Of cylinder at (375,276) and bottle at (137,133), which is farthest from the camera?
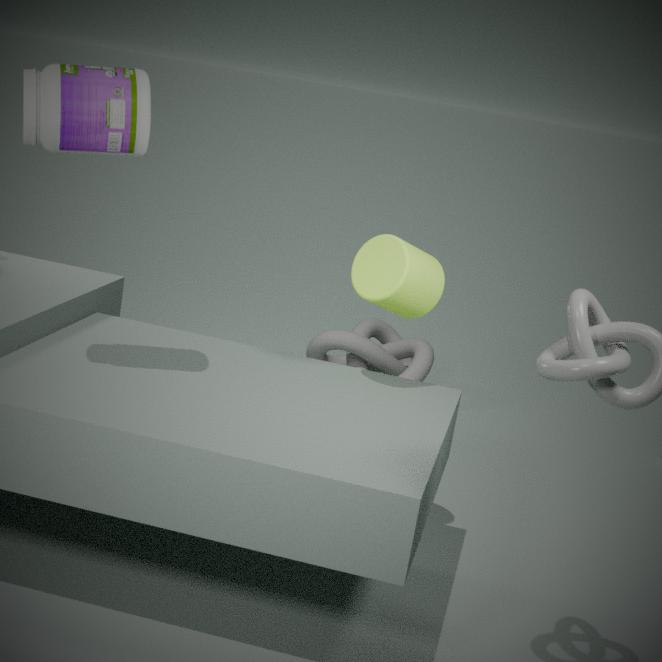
cylinder at (375,276)
